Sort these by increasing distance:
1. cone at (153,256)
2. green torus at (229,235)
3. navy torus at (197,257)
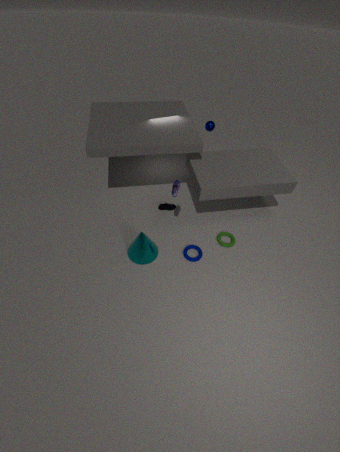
cone at (153,256) → navy torus at (197,257) → green torus at (229,235)
